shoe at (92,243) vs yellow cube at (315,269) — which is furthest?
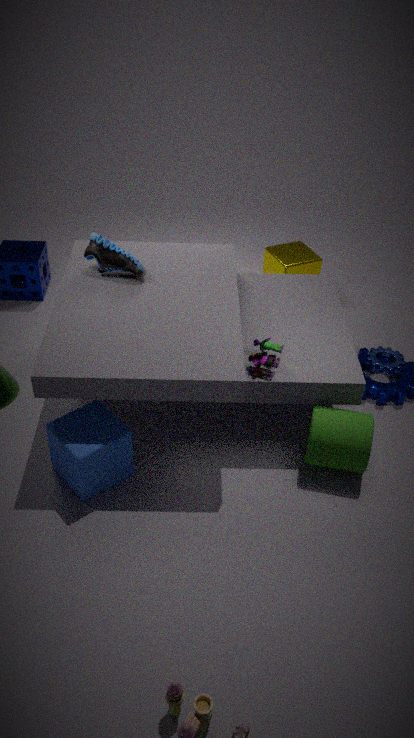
yellow cube at (315,269)
